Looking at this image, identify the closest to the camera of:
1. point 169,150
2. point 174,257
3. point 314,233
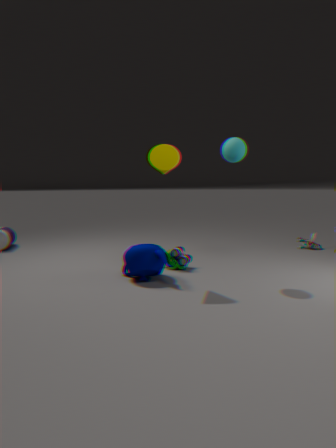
point 169,150
